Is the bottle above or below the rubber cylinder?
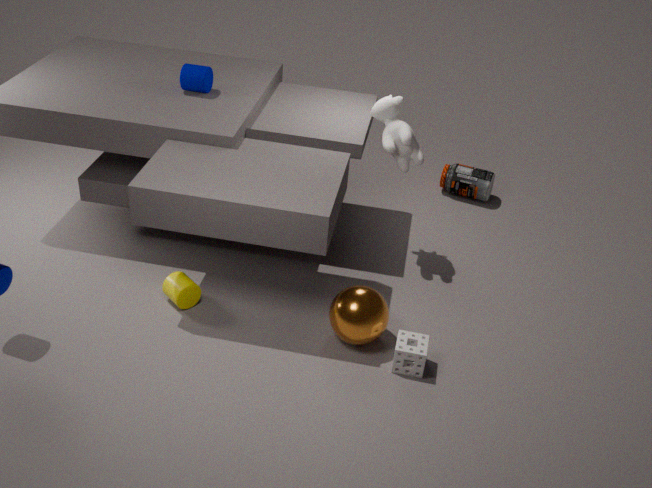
below
